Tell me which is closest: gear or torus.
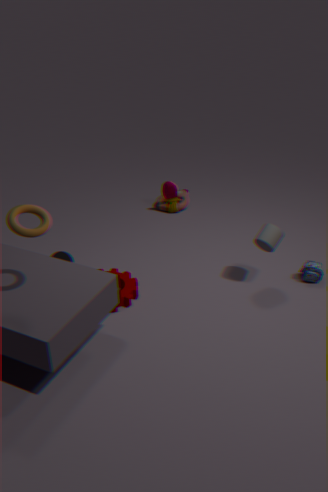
torus
